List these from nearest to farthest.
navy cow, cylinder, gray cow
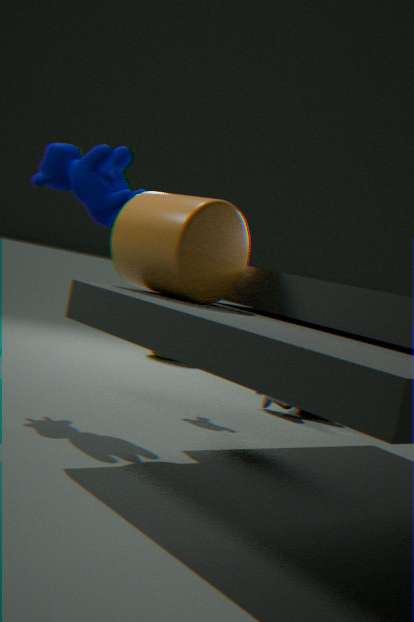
cylinder → navy cow → gray cow
